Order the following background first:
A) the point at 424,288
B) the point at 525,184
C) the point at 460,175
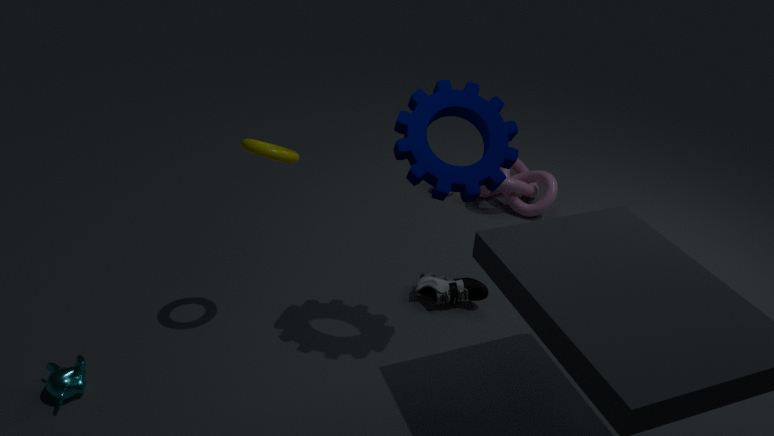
the point at 525,184 → the point at 424,288 → the point at 460,175
